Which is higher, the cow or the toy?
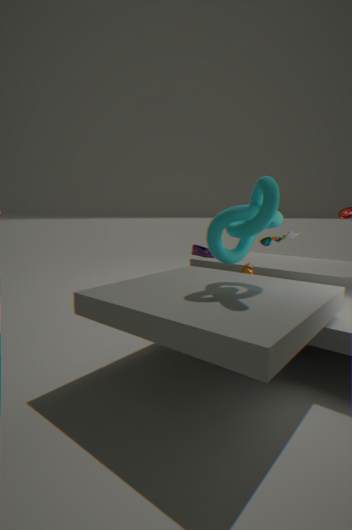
the toy
